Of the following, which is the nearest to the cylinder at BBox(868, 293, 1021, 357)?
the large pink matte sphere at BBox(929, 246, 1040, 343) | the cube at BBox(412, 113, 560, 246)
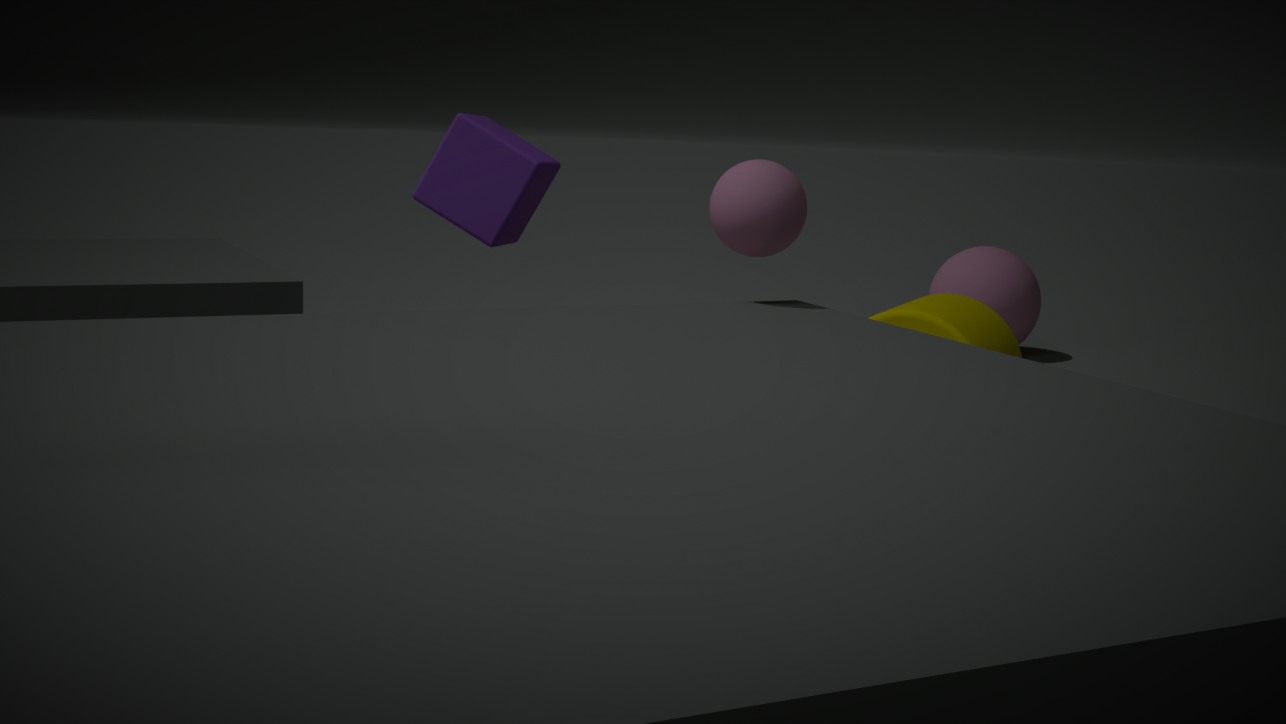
the cube at BBox(412, 113, 560, 246)
